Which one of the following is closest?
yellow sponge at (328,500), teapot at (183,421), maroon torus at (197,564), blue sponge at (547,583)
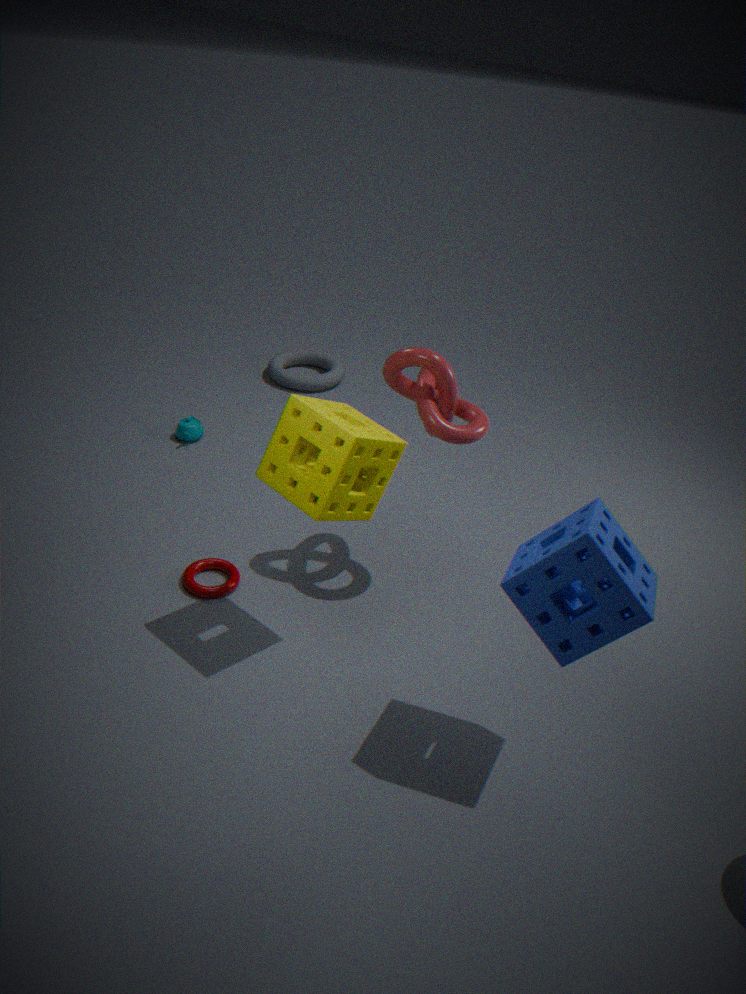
blue sponge at (547,583)
